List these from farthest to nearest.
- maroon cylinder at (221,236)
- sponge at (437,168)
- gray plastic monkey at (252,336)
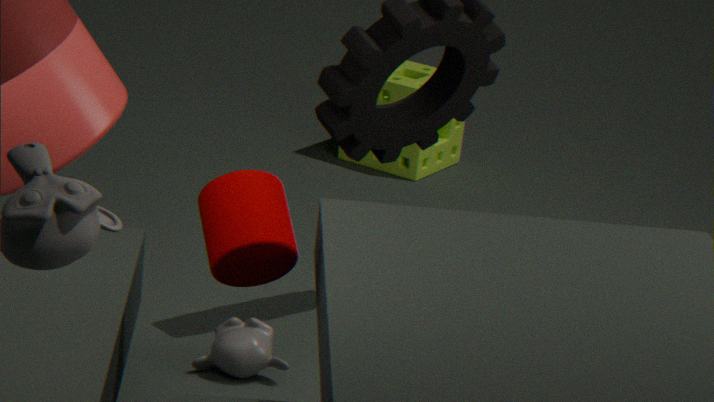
1. sponge at (437,168)
2. gray plastic monkey at (252,336)
3. maroon cylinder at (221,236)
